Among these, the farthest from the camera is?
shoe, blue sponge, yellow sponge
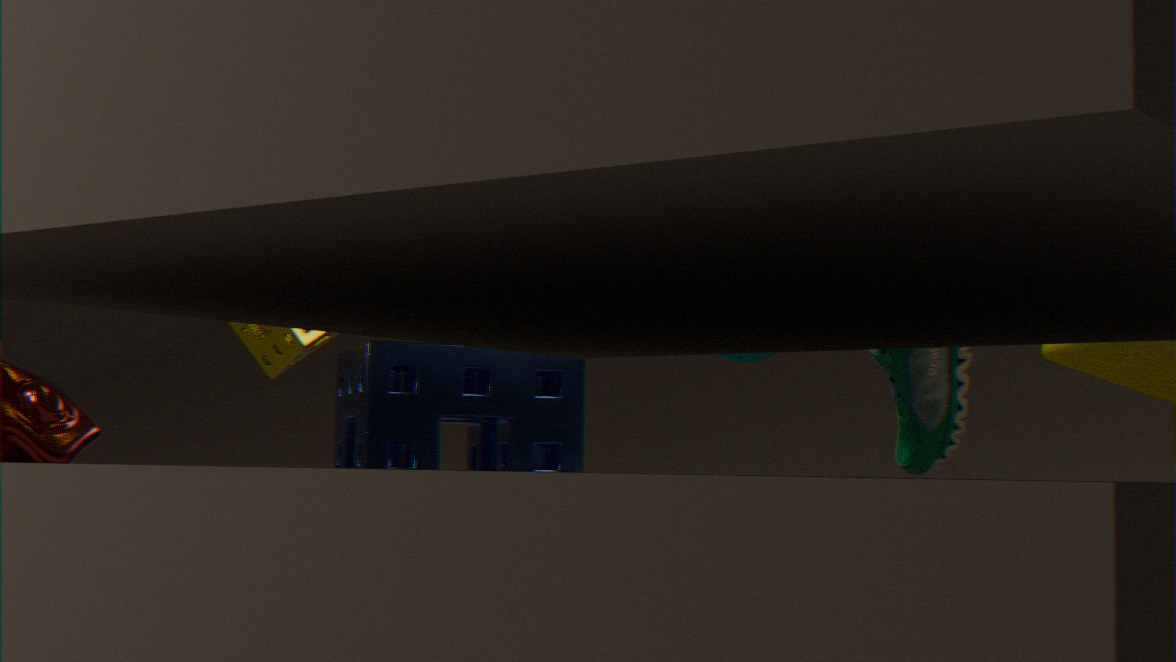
shoe
